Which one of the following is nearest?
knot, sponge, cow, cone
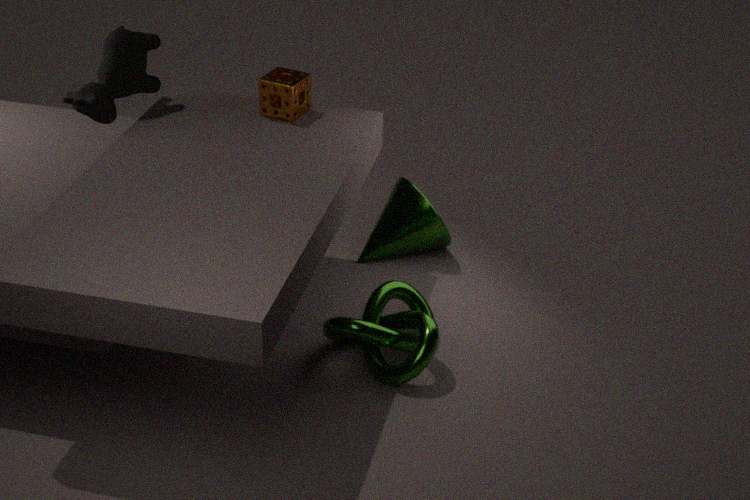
knot
